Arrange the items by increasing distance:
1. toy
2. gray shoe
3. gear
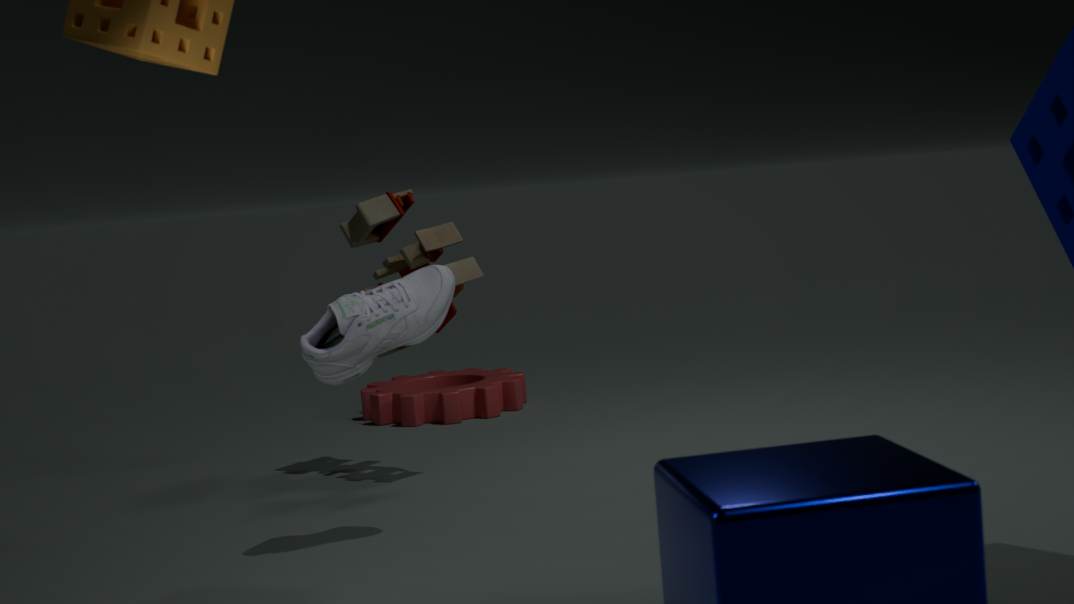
gray shoe < toy < gear
